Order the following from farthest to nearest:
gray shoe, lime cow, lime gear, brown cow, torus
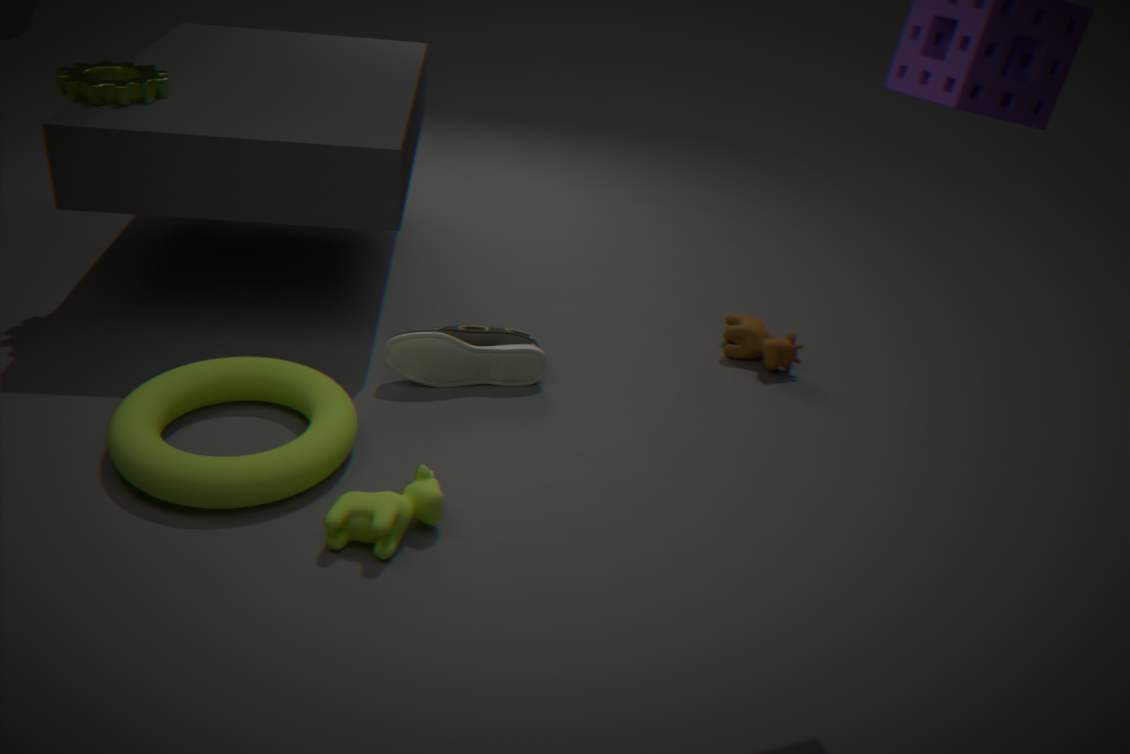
brown cow, gray shoe, lime gear, torus, lime cow
